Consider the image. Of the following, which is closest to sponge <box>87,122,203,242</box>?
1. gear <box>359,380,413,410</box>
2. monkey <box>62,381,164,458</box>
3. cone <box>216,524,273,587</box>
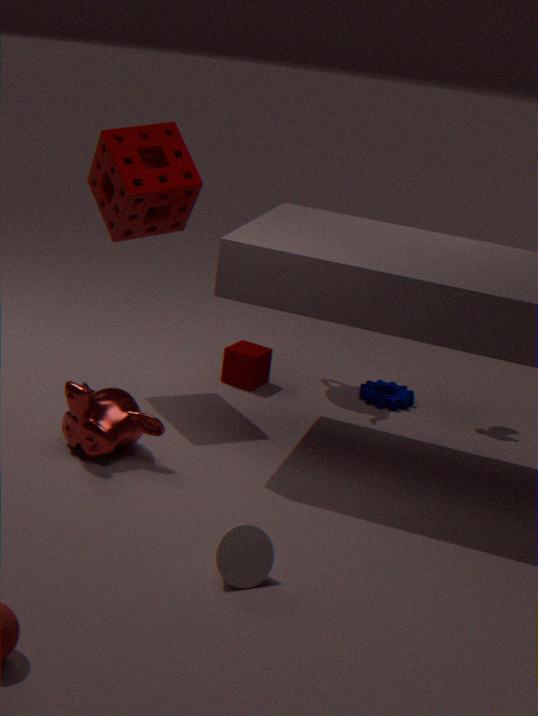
monkey <box>62,381,164,458</box>
